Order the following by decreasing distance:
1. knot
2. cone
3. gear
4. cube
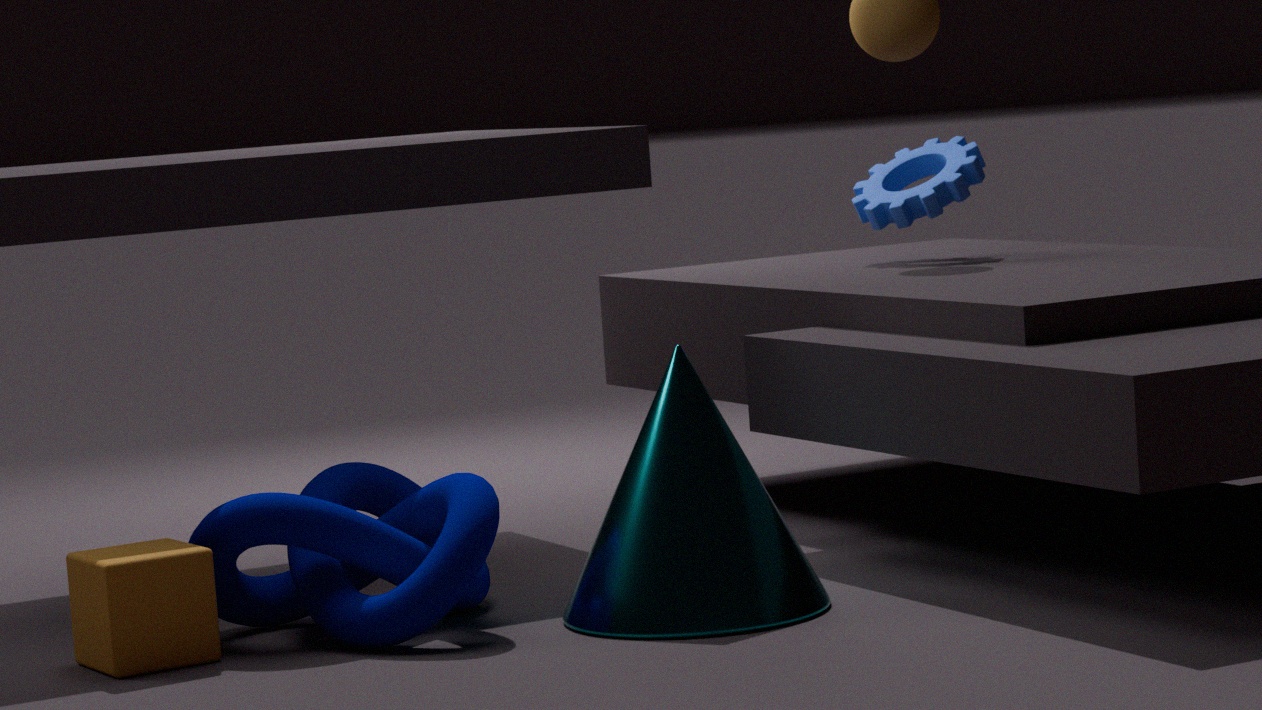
gear → knot → cone → cube
